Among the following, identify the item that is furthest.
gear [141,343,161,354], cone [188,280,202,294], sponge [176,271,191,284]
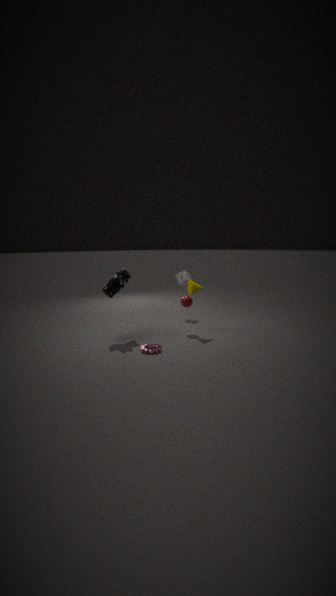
sponge [176,271,191,284]
